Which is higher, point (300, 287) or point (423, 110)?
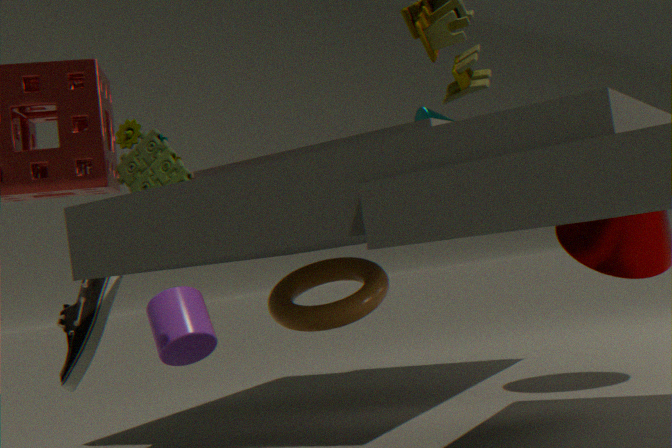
point (423, 110)
